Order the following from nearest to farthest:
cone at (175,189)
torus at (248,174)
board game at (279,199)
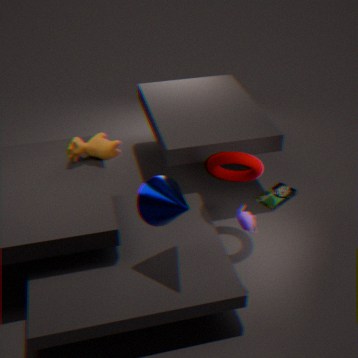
cone at (175,189)
torus at (248,174)
board game at (279,199)
